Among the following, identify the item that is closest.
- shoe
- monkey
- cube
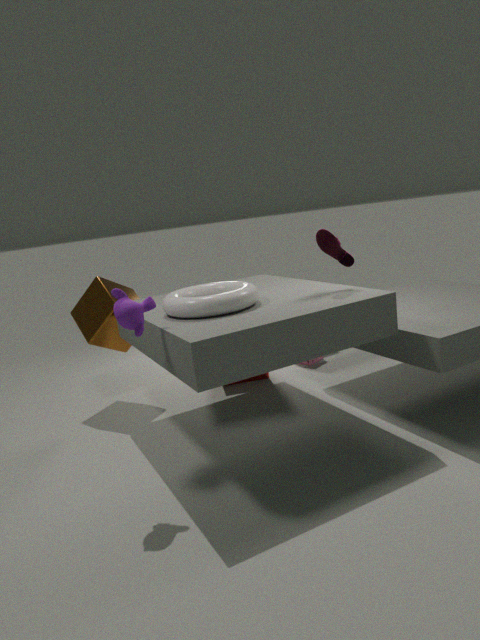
monkey
